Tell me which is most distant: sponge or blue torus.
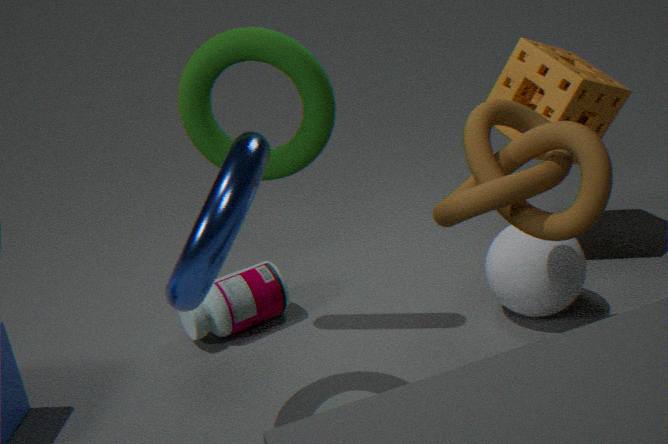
sponge
